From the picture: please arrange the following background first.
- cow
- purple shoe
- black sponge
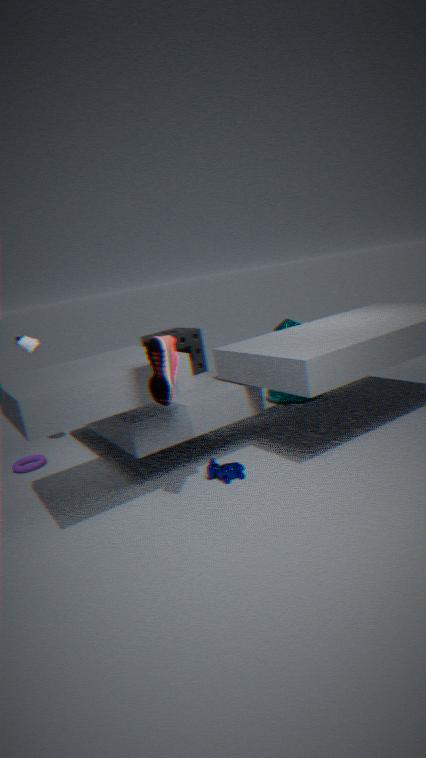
black sponge < cow < purple shoe
